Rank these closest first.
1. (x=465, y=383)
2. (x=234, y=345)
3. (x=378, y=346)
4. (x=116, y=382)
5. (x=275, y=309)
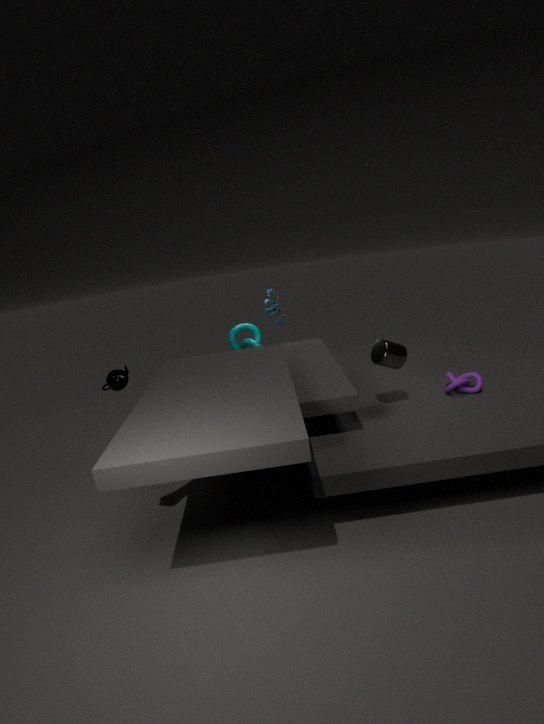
(x=378, y=346), (x=465, y=383), (x=116, y=382), (x=234, y=345), (x=275, y=309)
